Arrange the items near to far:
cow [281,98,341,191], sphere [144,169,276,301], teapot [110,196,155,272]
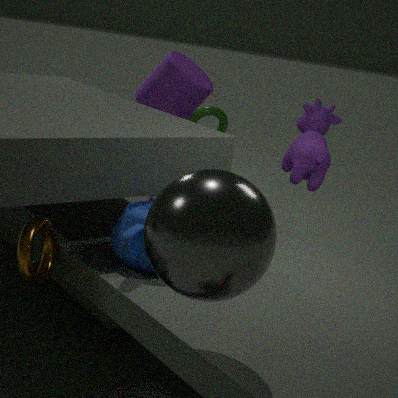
sphere [144,169,276,301]
teapot [110,196,155,272]
cow [281,98,341,191]
